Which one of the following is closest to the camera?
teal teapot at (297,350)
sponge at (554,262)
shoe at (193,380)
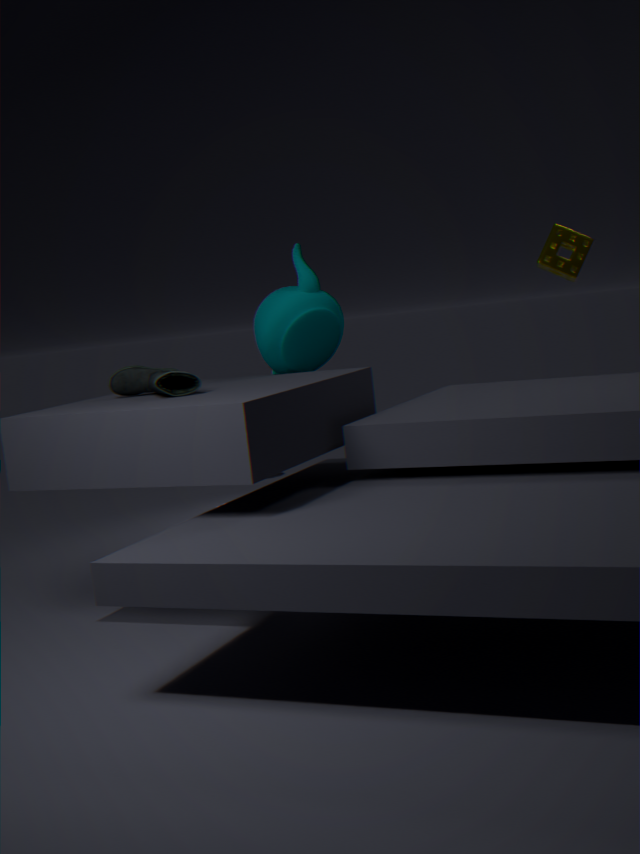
shoe at (193,380)
